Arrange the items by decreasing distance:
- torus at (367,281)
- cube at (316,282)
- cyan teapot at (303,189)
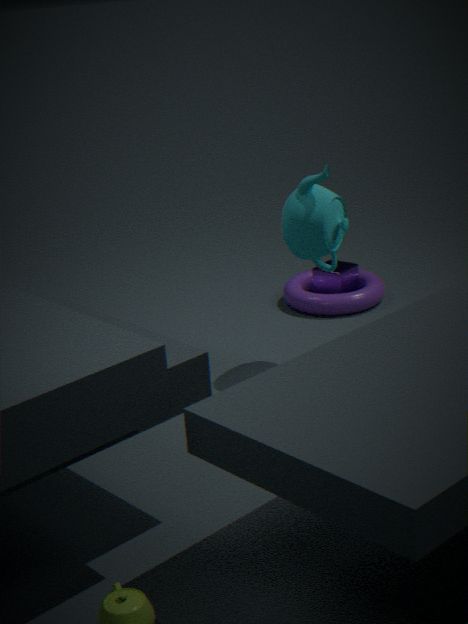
cube at (316,282) < torus at (367,281) < cyan teapot at (303,189)
